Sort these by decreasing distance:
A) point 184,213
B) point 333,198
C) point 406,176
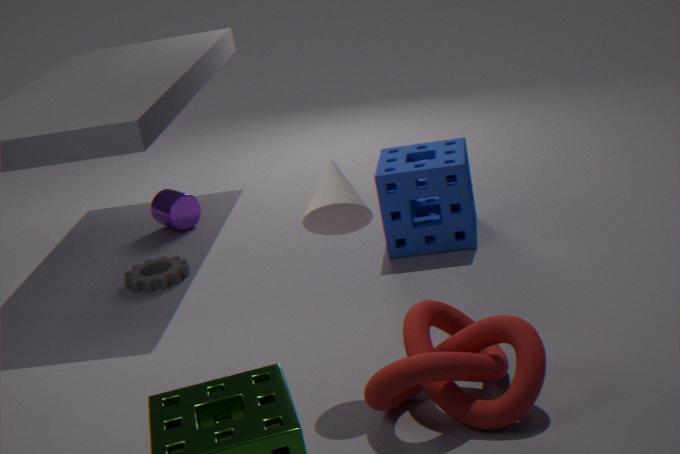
point 184,213
point 406,176
point 333,198
